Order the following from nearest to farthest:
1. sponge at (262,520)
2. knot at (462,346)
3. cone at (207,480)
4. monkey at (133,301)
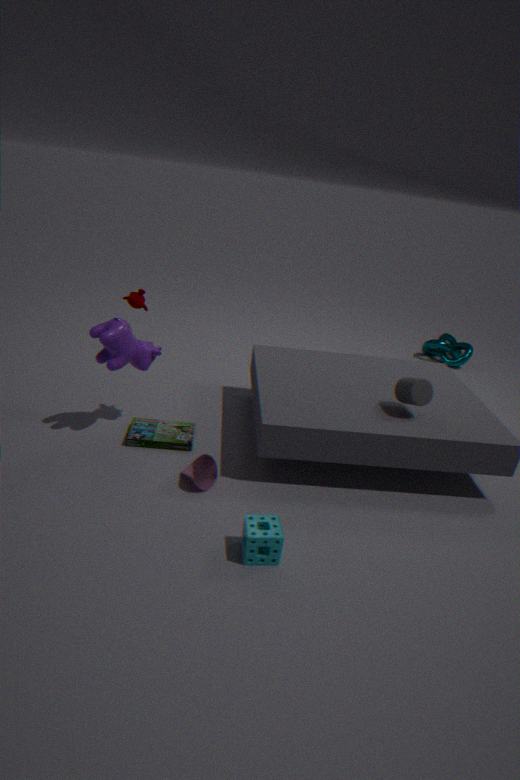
sponge at (262,520), cone at (207,480), monkey at (133,301), knot at (462,346)
